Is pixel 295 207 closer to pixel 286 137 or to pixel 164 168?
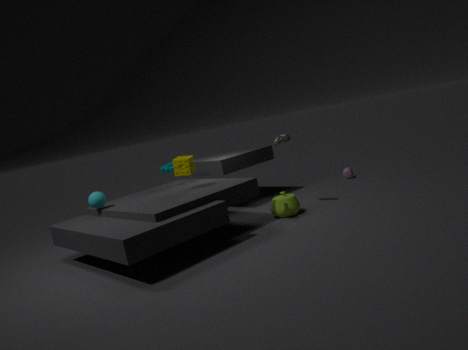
pixel 286 137
